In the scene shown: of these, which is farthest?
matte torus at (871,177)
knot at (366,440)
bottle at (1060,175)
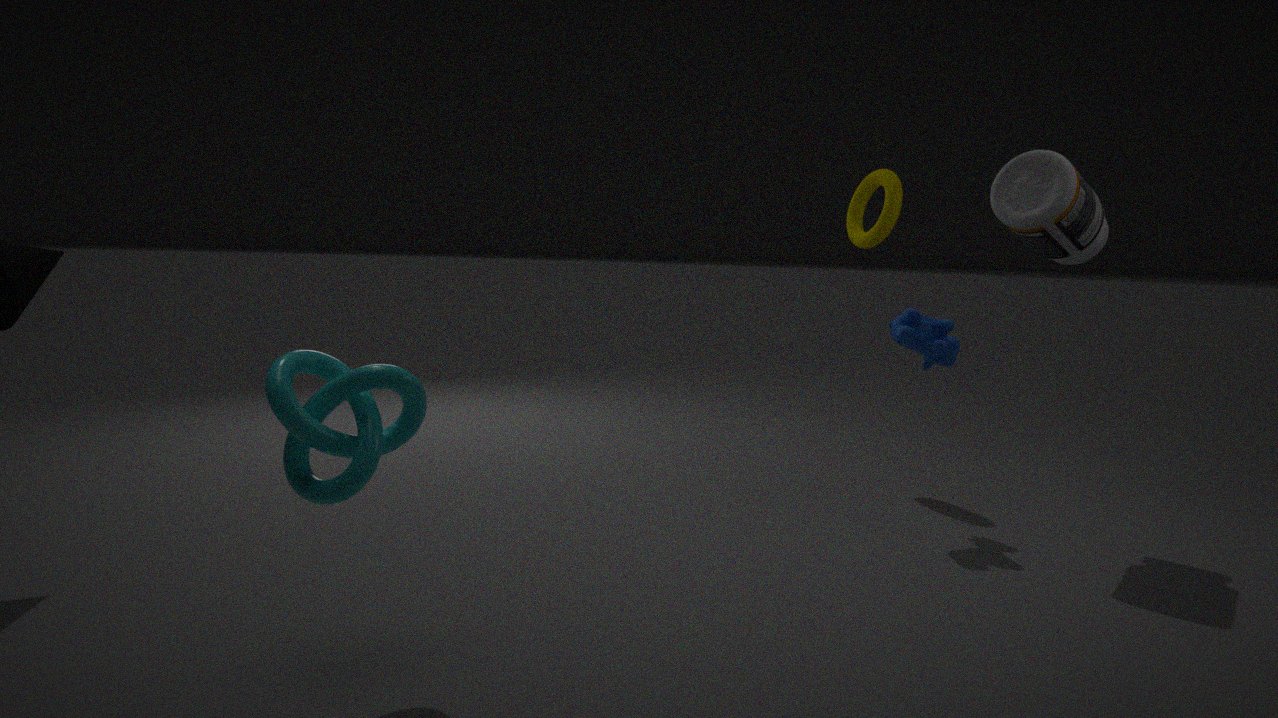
matte torus at (871,177)
